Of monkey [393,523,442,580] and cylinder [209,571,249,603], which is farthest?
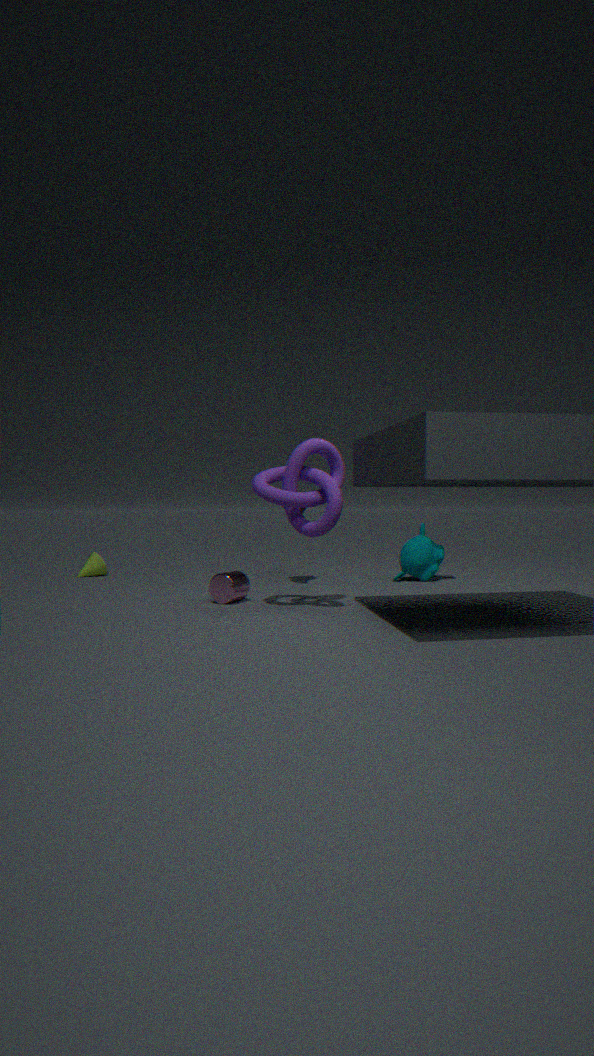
monkey [393,523,442,580]
